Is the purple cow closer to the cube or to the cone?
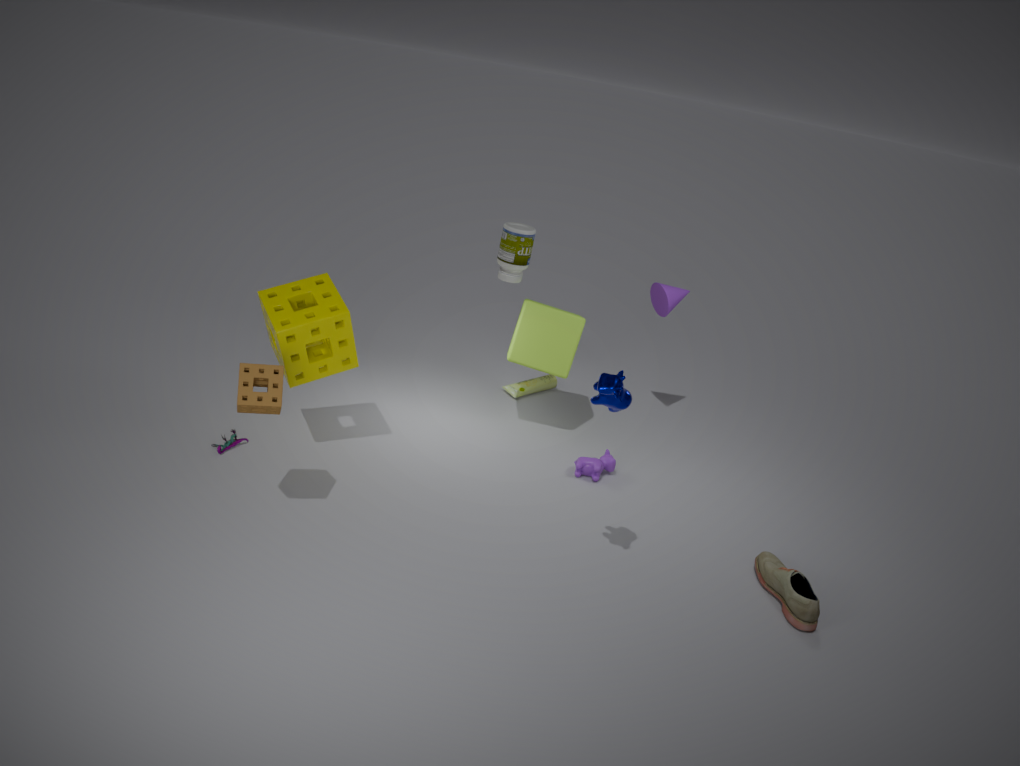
the cube
